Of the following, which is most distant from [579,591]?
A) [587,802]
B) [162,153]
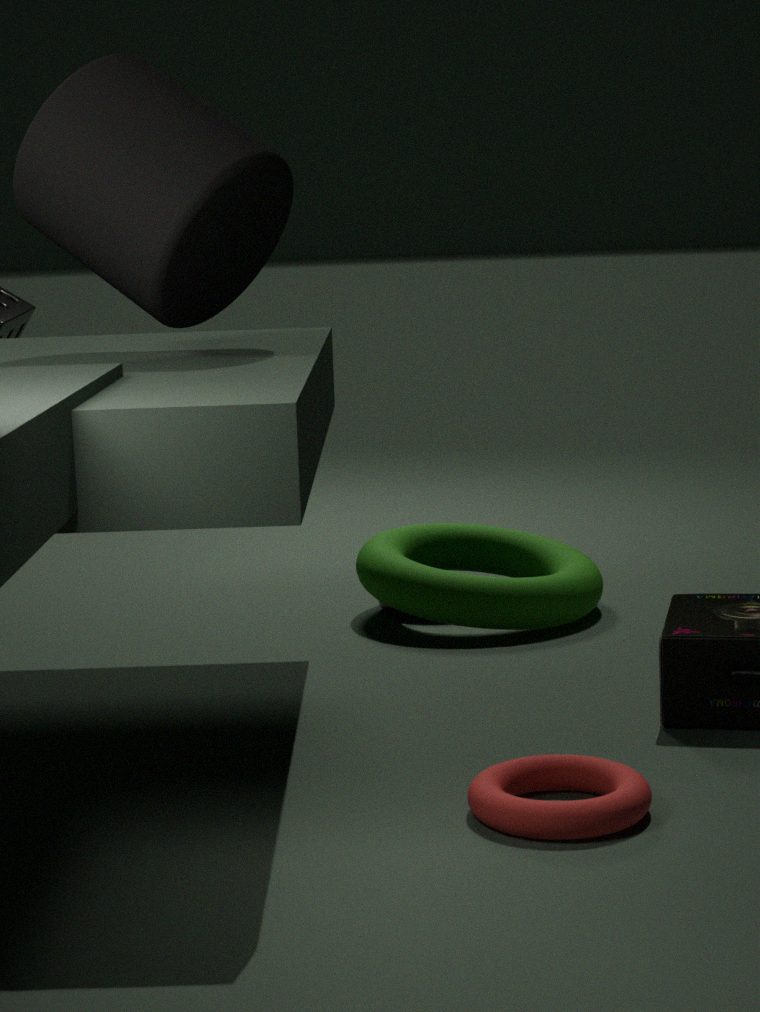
[587,802]
